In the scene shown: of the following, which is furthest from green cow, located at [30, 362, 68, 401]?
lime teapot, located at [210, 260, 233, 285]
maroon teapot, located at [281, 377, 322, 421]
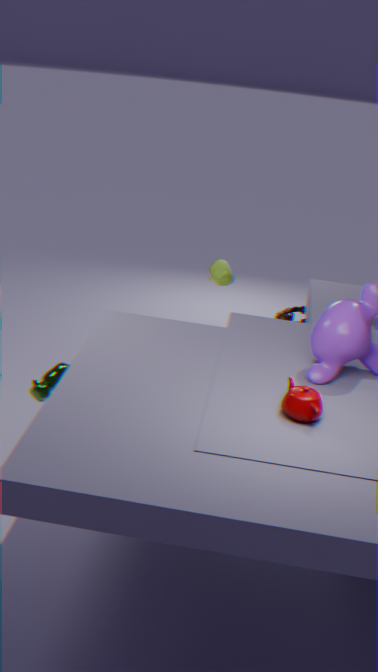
lime teapot, located at [210, 260, 233, 285]
